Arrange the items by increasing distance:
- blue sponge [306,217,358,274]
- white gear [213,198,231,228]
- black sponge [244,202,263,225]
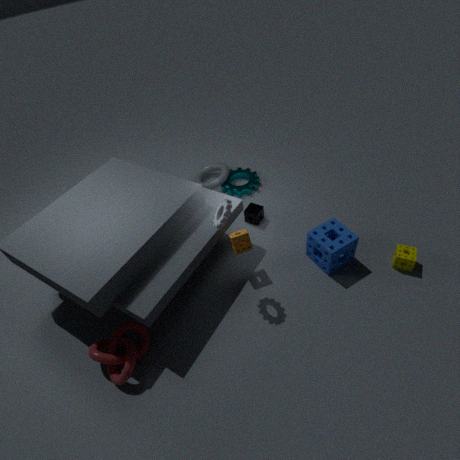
white gear [213,198,231,228] → blue sponge [306,217,358,274] → black sponge [244,202,263,225]
